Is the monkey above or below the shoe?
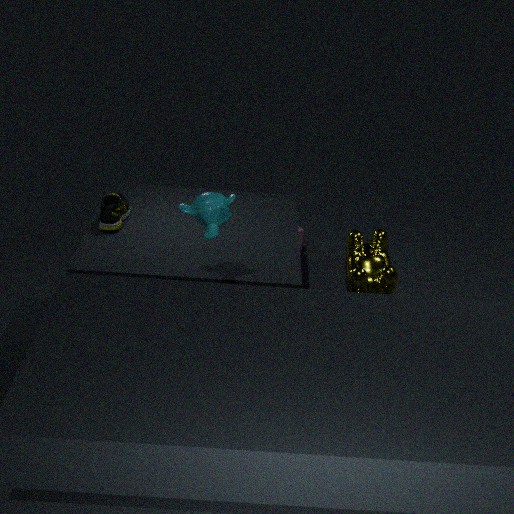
above
